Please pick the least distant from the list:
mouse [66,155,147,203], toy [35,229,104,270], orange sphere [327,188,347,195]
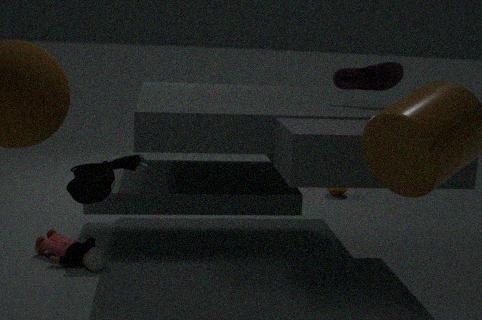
mouse [66,155,147,203]
